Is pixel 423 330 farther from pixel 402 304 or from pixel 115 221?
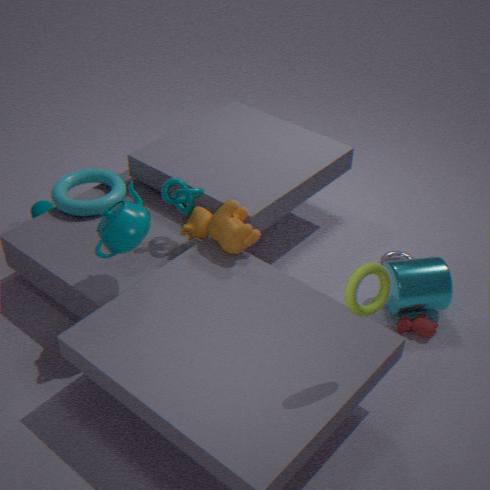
pixel 115 221
